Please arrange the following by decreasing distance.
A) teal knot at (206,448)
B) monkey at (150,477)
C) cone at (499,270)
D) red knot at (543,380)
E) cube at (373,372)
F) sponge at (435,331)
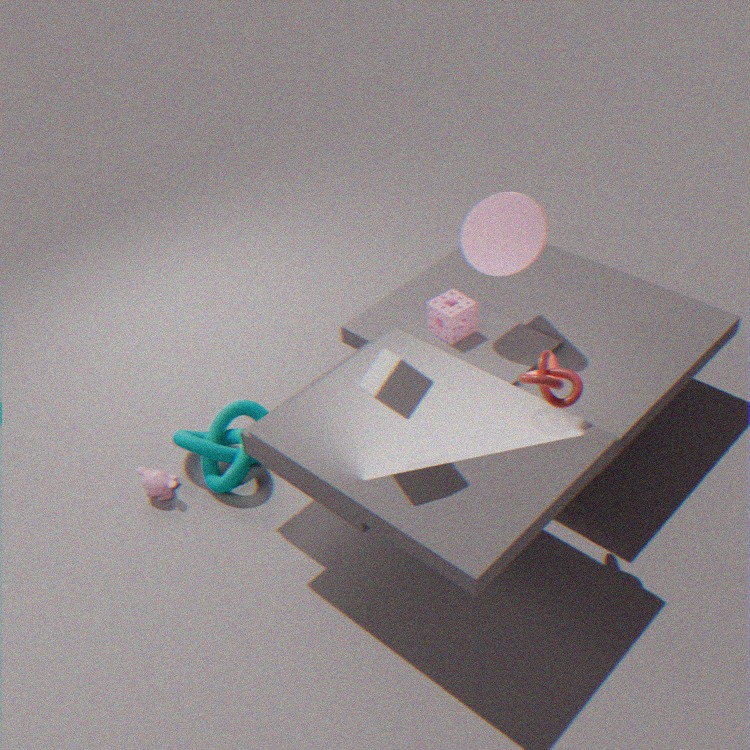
1. sponge at (435,331)
2. monkey at (150,477)
3. teal knot at (206,448)
4. cone at (499,270)
5. red knot at (543,380)
6. cube at (373,372)
